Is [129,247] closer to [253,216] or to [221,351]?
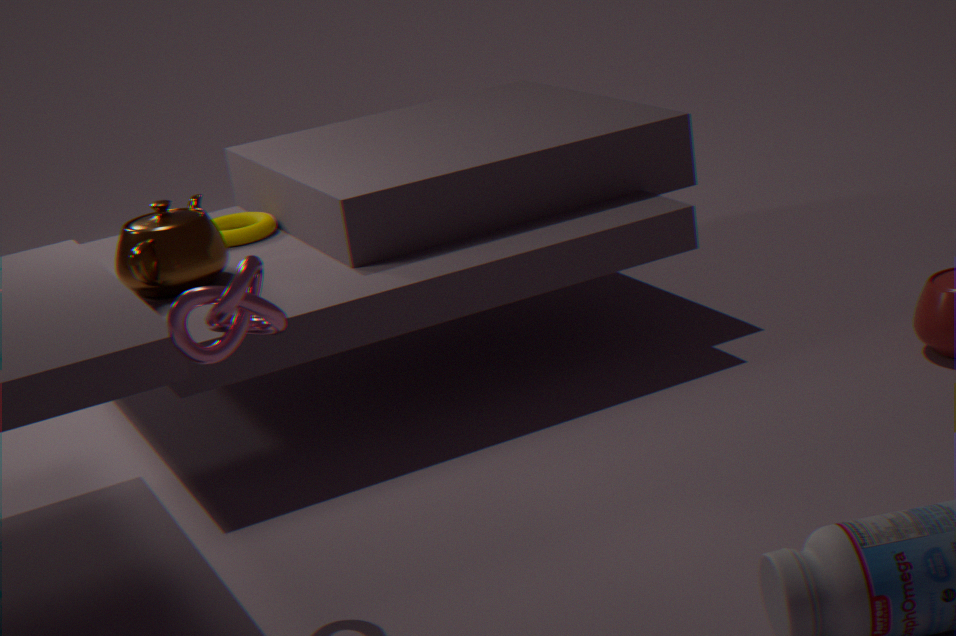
[253,216]
